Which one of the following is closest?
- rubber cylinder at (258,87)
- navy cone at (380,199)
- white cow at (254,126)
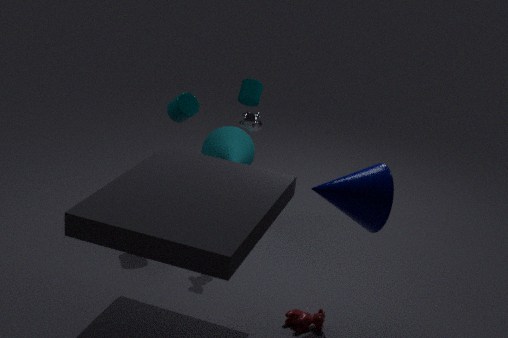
navy cone at (380,199)
